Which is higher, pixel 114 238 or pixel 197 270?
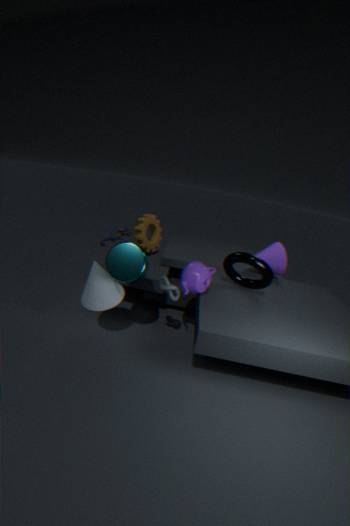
pixel 114 238
